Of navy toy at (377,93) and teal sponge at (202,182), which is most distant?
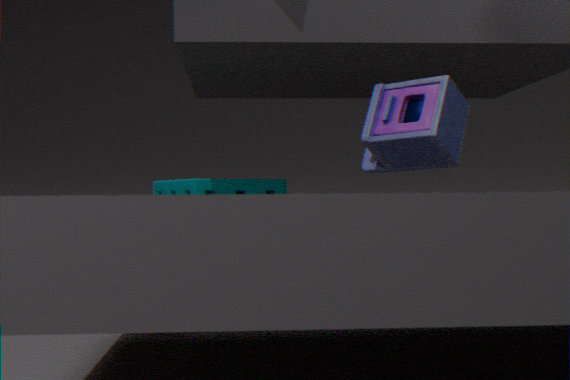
teal sponge at (202,182)
